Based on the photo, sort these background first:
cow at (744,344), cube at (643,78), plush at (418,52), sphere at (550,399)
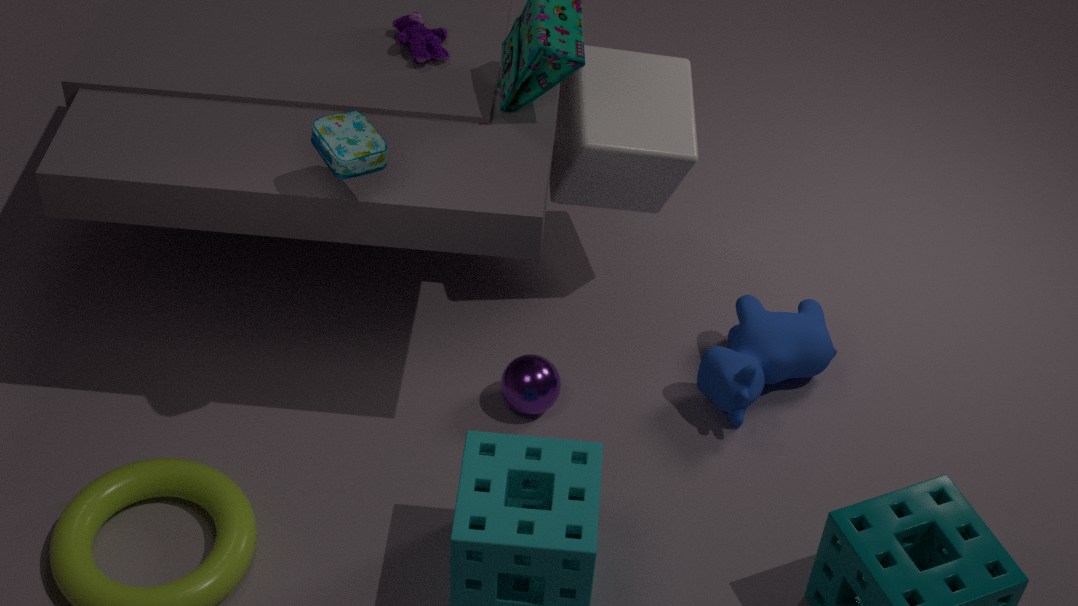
cow at (744,344), sphere at (550,399), cube at (643,78), plush at (418,52)
